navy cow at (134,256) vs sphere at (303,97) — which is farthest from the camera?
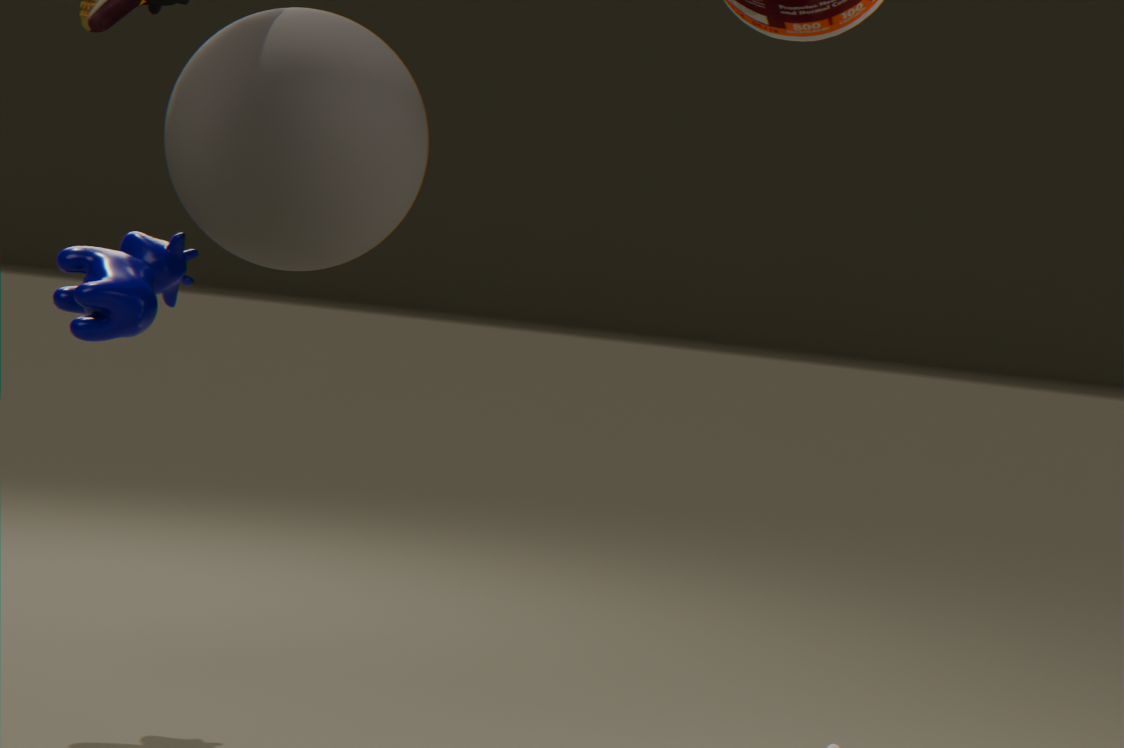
navy cow at (134,256)
